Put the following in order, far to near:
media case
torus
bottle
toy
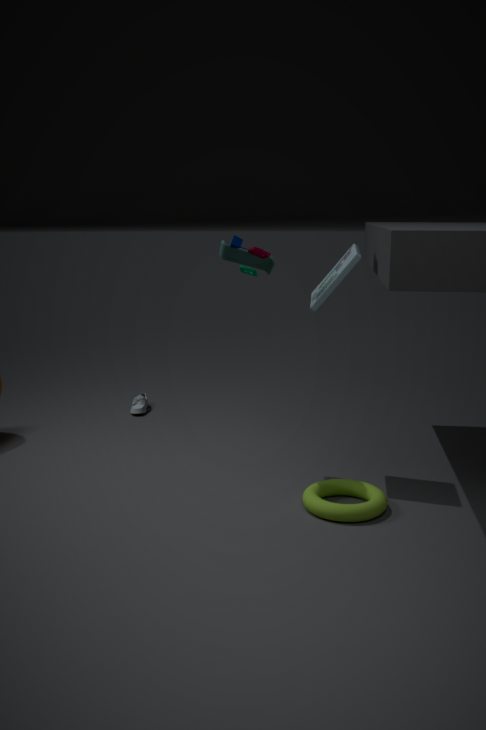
bottle < media case < toy < torus
